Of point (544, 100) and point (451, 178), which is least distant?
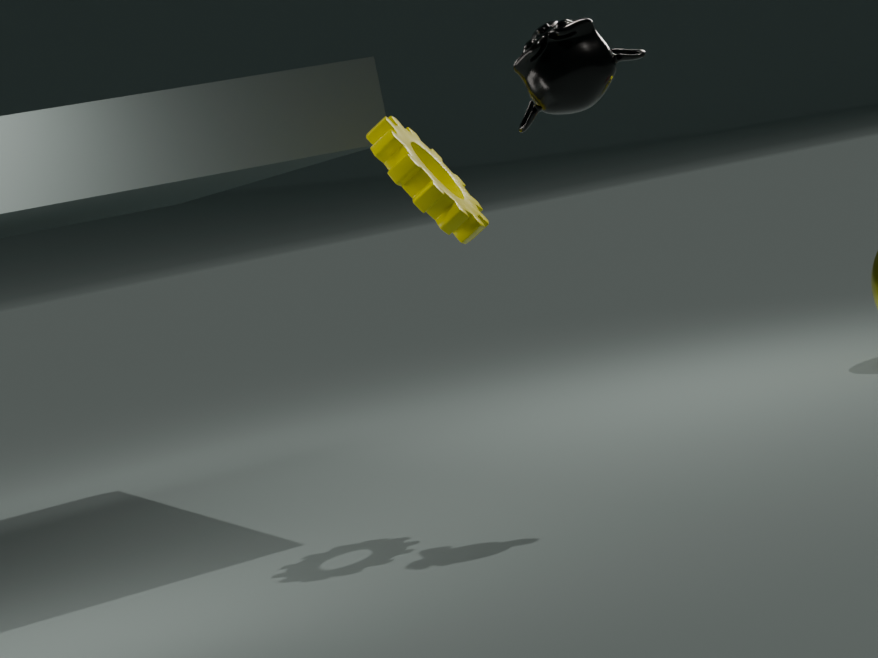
point (544, 100)
